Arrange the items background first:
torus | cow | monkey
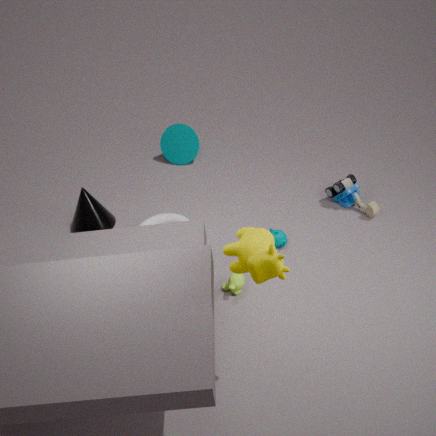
torus → monkey → cow
